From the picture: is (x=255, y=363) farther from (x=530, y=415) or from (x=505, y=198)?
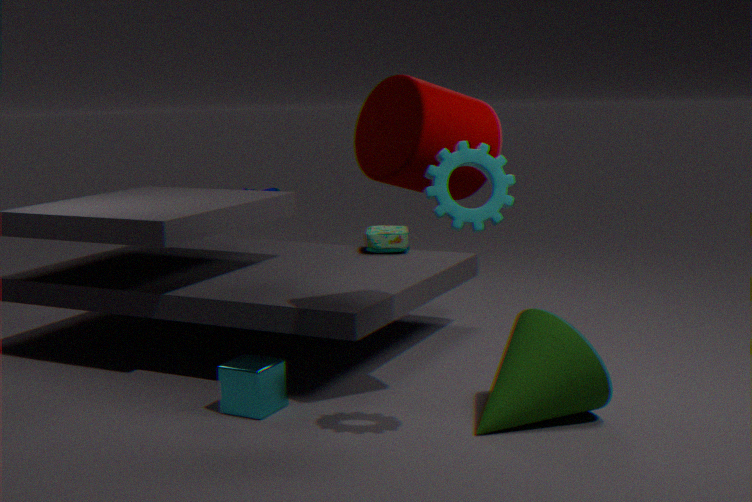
(x=505, y=198)
